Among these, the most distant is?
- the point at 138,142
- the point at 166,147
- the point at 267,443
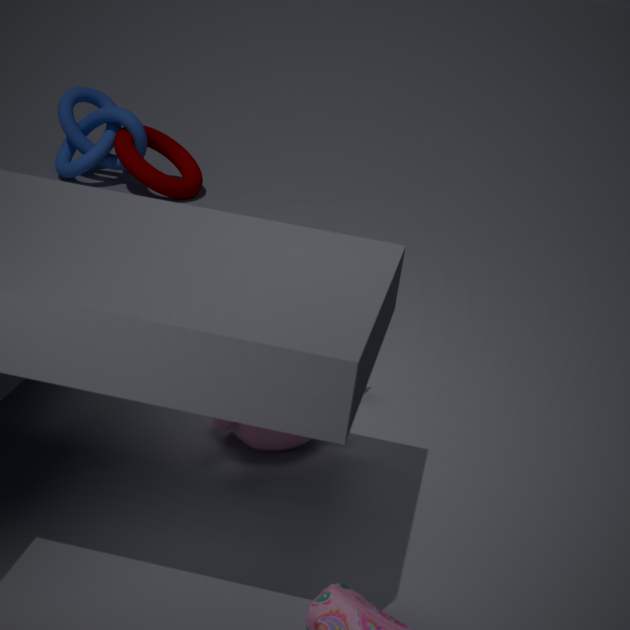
the point at 166,147
